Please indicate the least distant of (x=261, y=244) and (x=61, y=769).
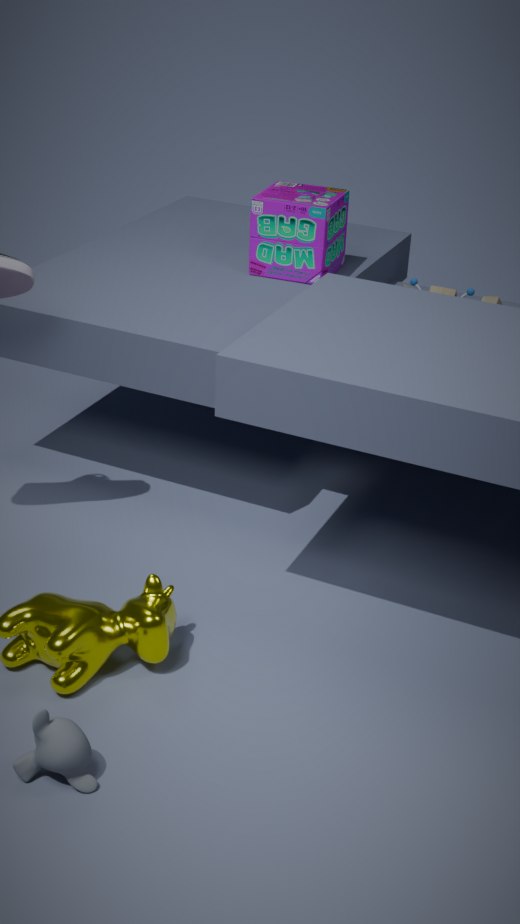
(x=61, y=769)
